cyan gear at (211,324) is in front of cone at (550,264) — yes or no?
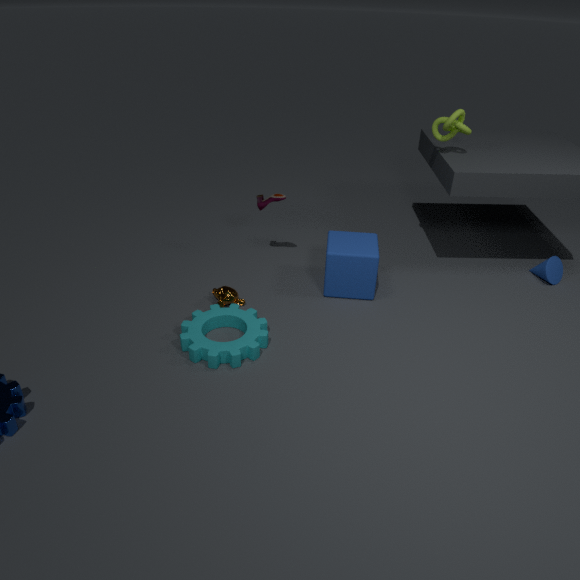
Yes
